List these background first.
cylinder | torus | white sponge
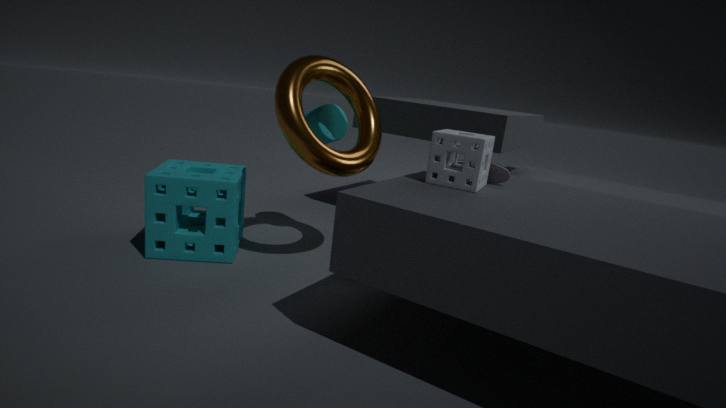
1. cylinder
2. torus
3. white sponge
